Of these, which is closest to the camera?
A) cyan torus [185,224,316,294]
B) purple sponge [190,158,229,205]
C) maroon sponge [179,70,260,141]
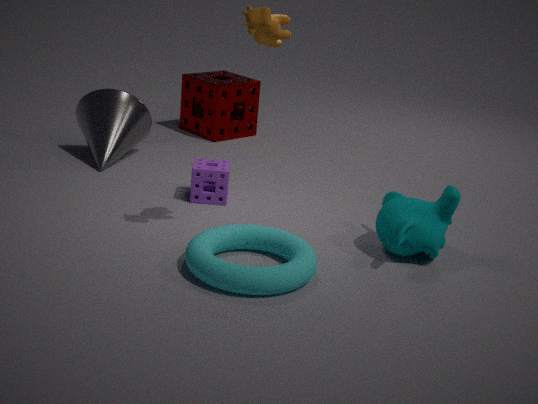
cyan torus [185,224,316,294]
